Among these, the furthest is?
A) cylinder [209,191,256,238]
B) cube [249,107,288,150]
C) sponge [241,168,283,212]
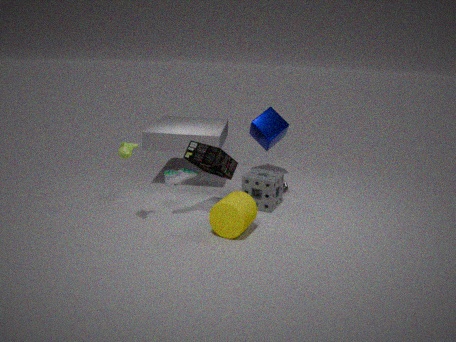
cube [249,107,288,150]
